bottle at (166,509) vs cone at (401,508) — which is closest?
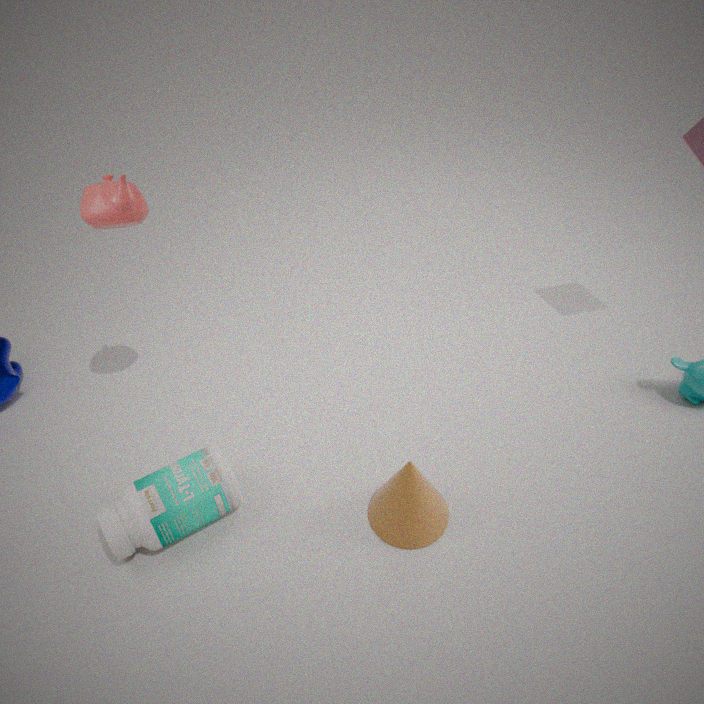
bottle at (166,509)
